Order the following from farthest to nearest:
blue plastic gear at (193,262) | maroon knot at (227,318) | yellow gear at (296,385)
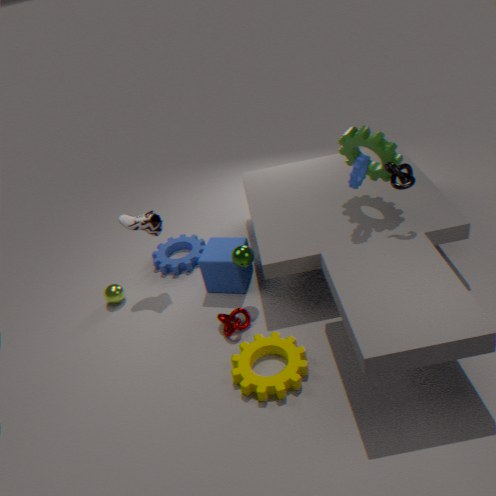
blue plastic gear at (193,262) < maroon knot at (227,318) < yellow gear at (296,385)
